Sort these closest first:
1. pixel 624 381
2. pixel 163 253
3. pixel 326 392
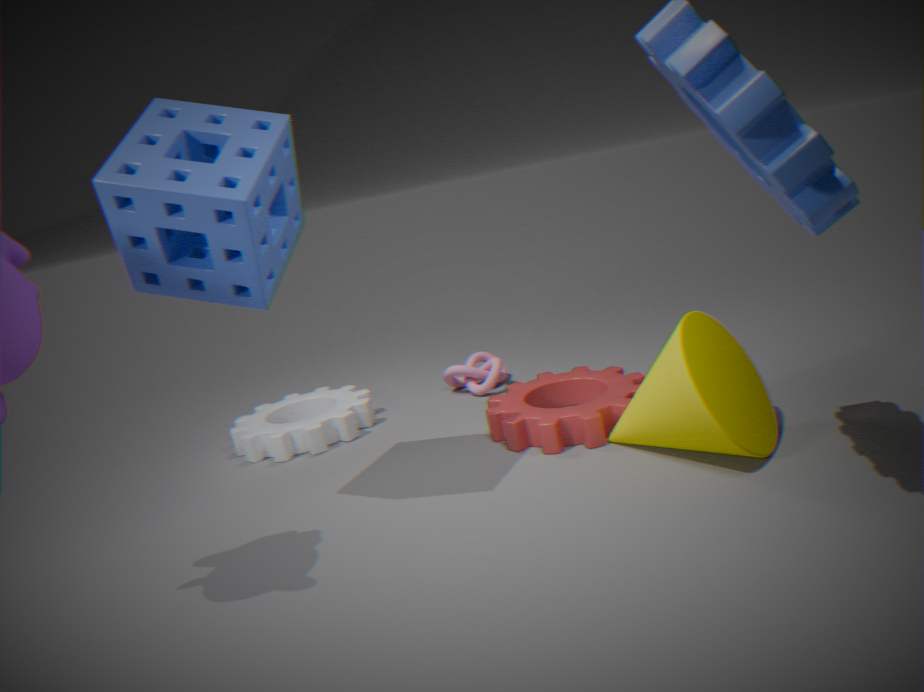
pixel 163 253 < pixel 624 381 < pixel 326 392
